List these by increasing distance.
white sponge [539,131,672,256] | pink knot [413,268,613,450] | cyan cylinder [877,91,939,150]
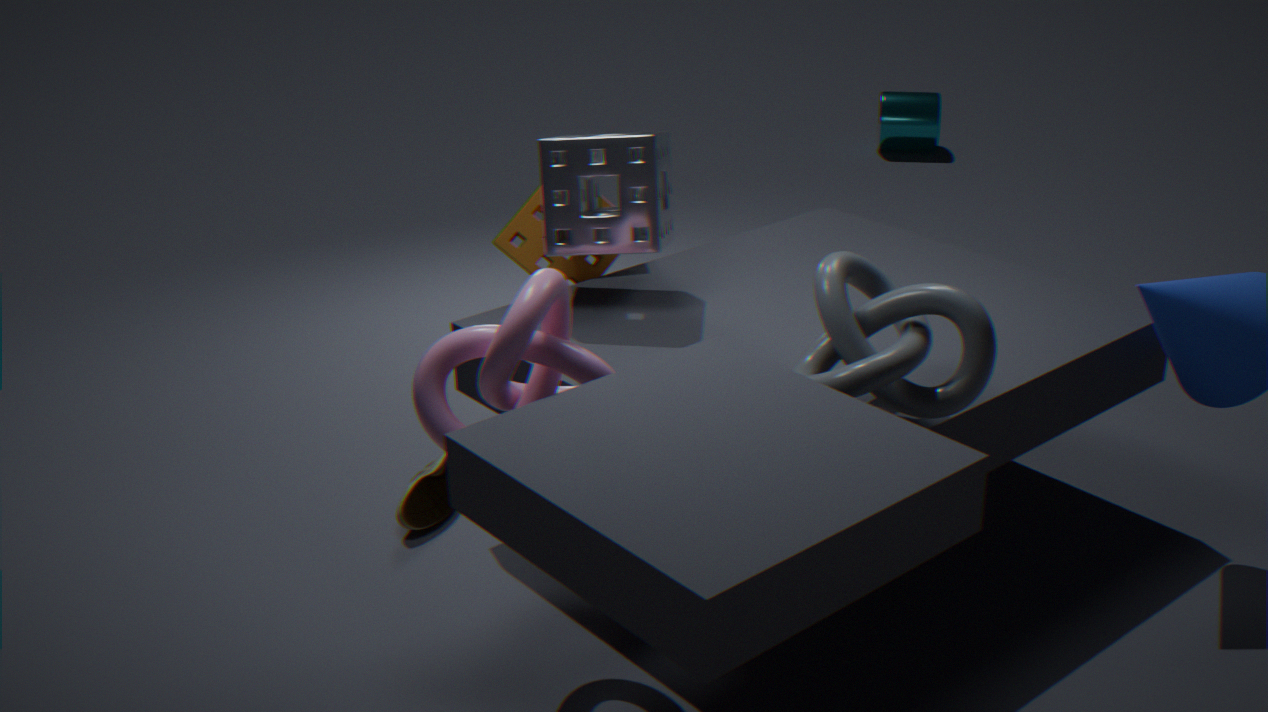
pink knot [413,268,613,450], white sponge [539,131,672,256], cyan cylinder [877,91,939,150]
